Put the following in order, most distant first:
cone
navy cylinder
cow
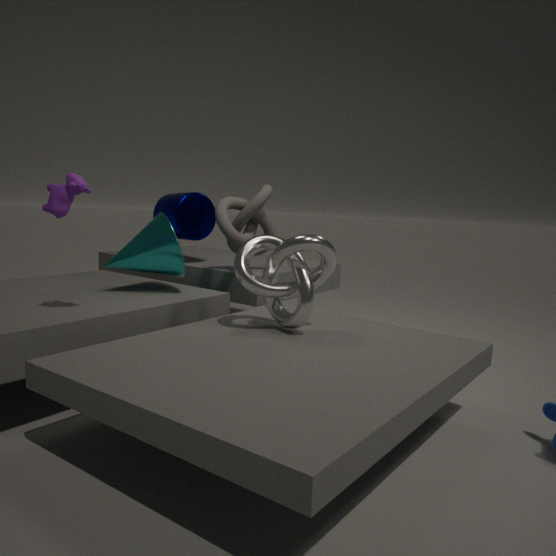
1. navy cylinder
2. cone
3. cow
